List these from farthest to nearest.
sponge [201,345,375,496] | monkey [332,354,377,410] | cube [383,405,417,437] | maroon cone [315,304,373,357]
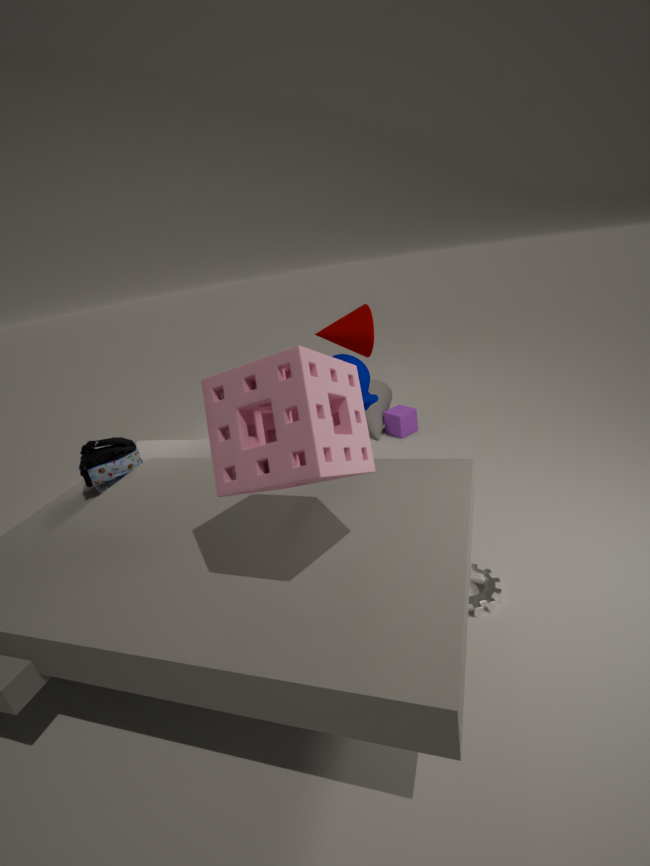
cube [383,405,417,437] < monkey [332,354,377,410] < maroon cone [315,304,373,357] < sponge [201,345,375,496]
